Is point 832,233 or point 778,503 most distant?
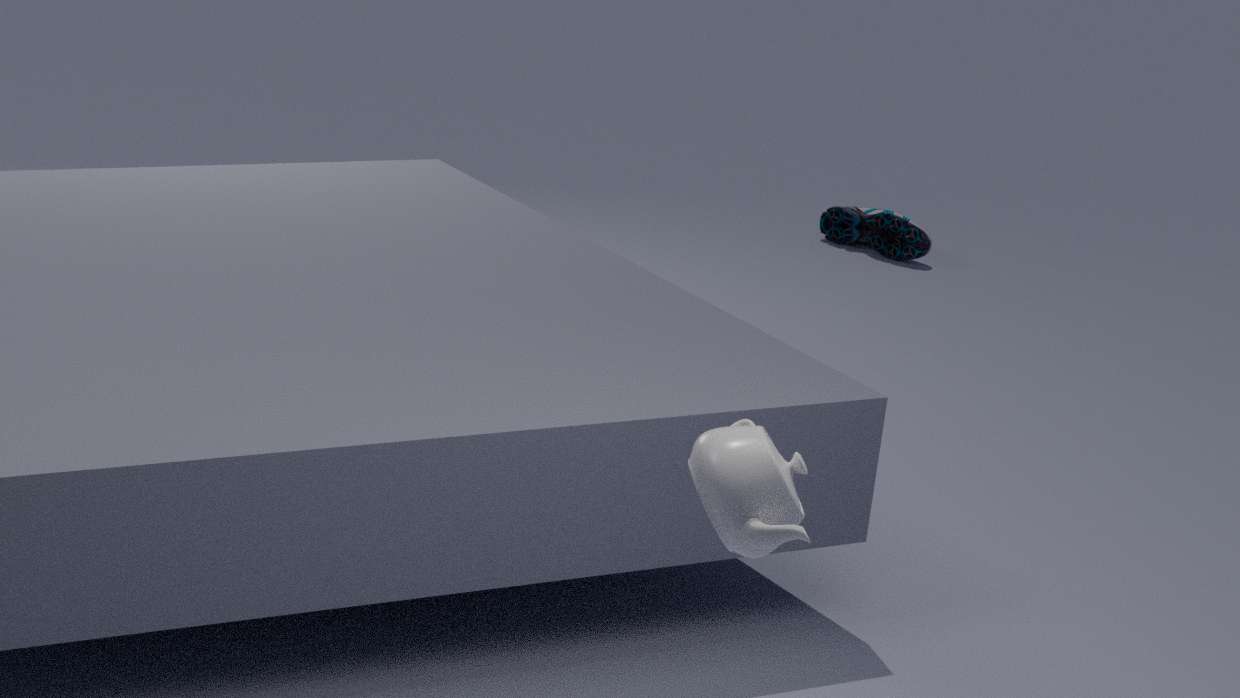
point 832,233
